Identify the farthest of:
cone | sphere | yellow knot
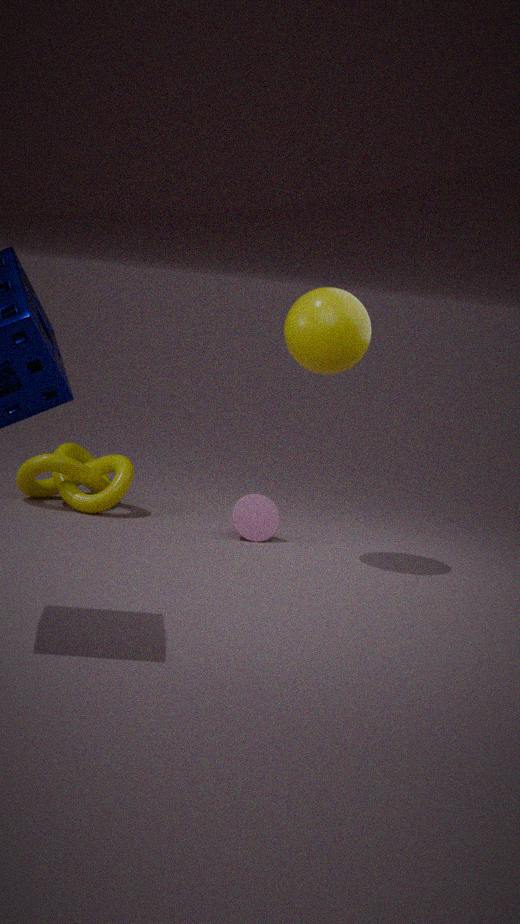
yellow knot
